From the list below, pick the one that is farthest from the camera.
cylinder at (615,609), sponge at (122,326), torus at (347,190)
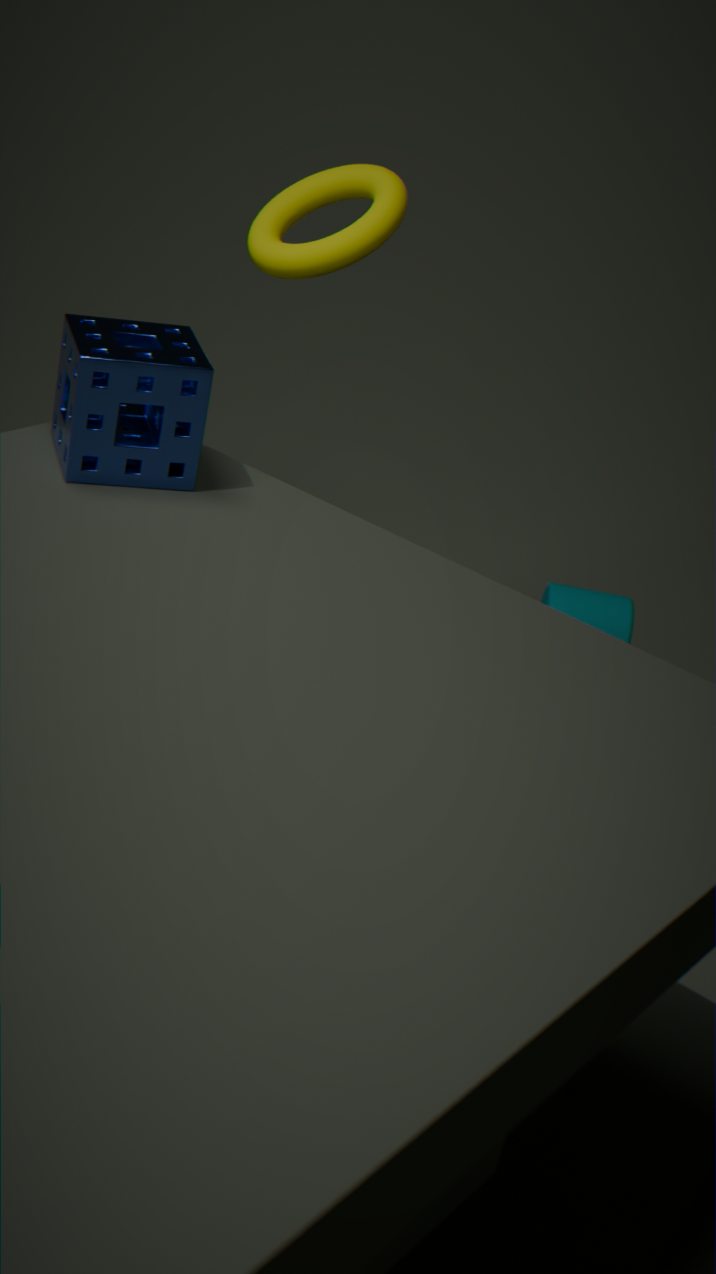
cylinder at (615,609)
